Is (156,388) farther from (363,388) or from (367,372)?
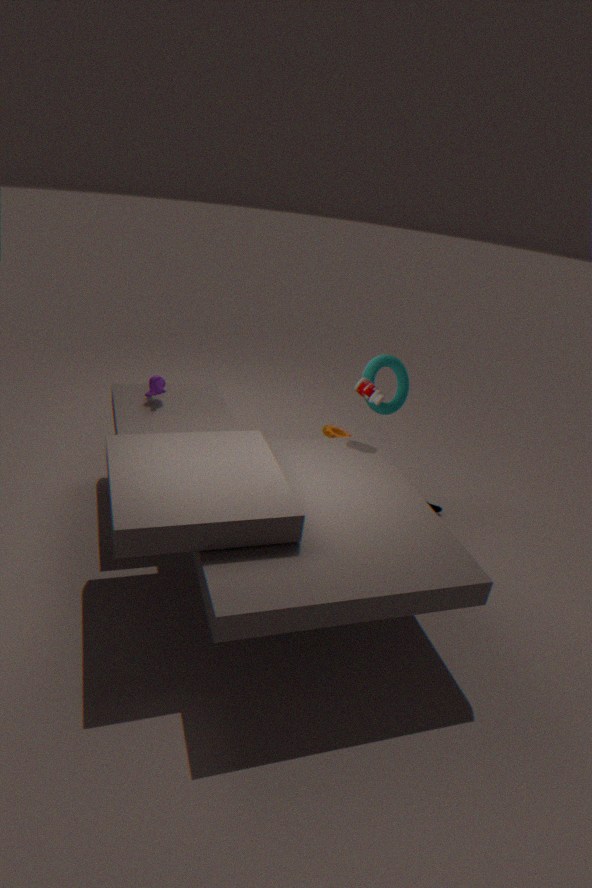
(367,372)
